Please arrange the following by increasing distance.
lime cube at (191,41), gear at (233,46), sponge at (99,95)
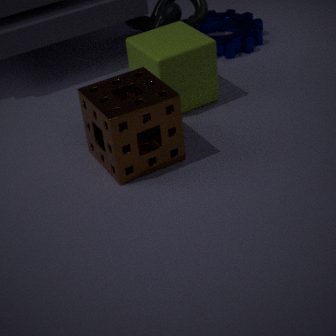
1. sponge at (99,95)
2. lime cube at (191,41)
3. gear at (233,46)
